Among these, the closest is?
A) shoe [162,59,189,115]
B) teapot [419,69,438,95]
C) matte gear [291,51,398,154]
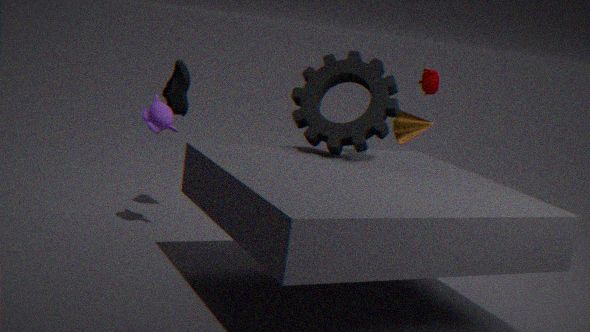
matte gear [291,51,398,154]
